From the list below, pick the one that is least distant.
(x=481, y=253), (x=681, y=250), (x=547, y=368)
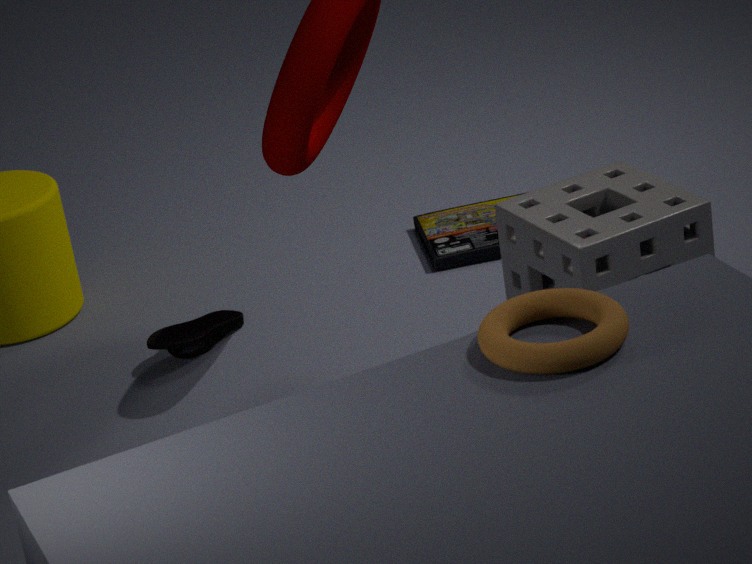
(x=547, y=368)
